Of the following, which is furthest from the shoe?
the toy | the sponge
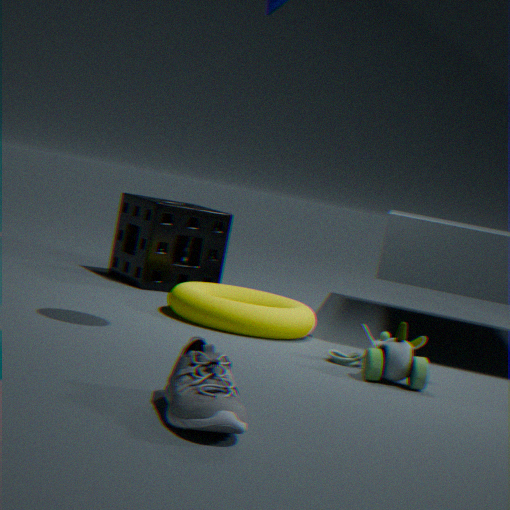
the sponge
